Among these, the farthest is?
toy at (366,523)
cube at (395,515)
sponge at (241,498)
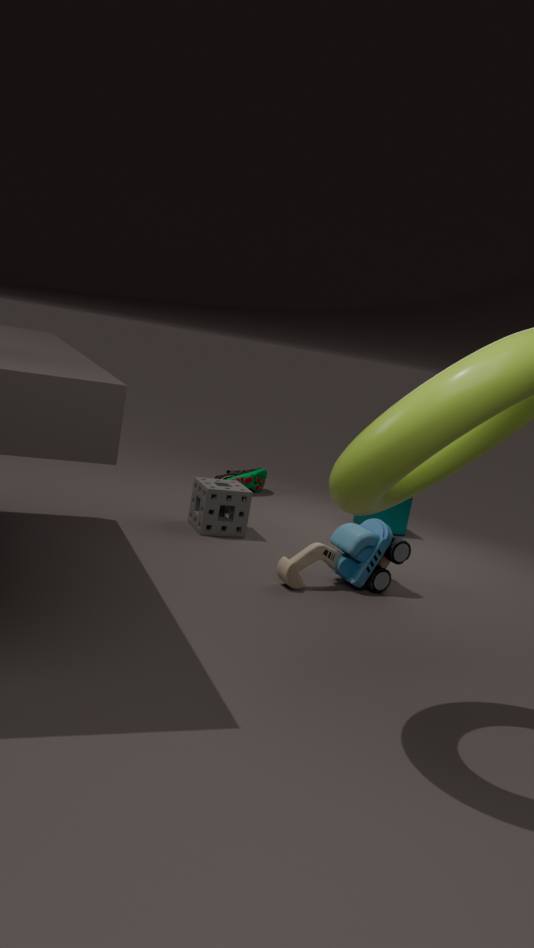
cube at (395,515)
